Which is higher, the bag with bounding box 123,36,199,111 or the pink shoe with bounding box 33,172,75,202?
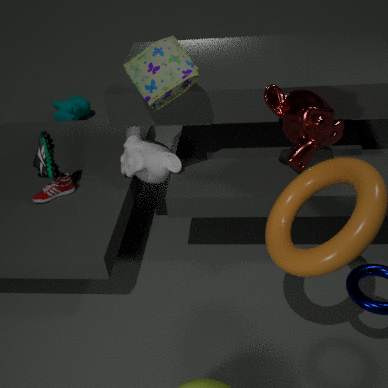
the bag with bounding box 123,36,199,111
